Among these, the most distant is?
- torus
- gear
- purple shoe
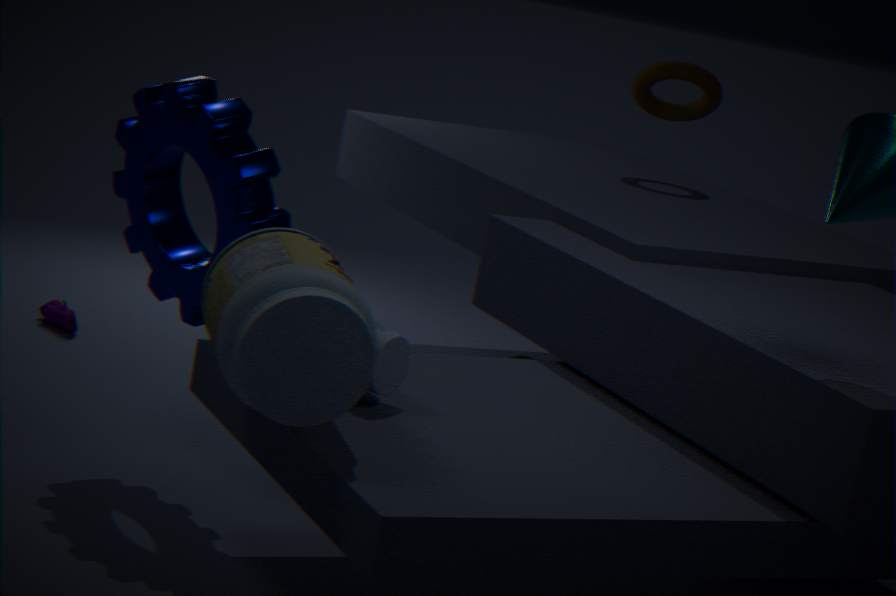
torus
